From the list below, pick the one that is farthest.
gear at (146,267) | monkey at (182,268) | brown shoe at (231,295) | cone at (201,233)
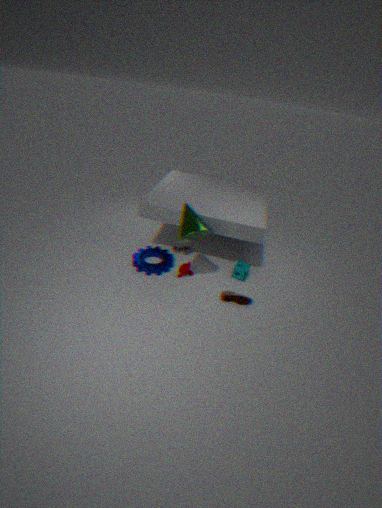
gear at (146,267)
